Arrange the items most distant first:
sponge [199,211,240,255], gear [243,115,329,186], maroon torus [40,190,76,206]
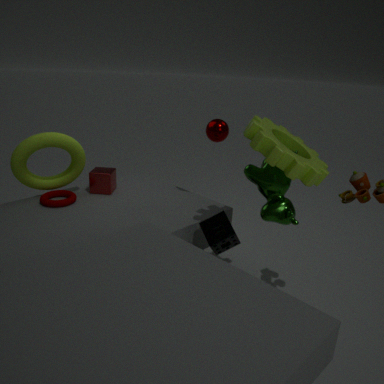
maroon torus [40,190,76,206]
sponge [199,211,240,255]
gear [243,115,329,186]
